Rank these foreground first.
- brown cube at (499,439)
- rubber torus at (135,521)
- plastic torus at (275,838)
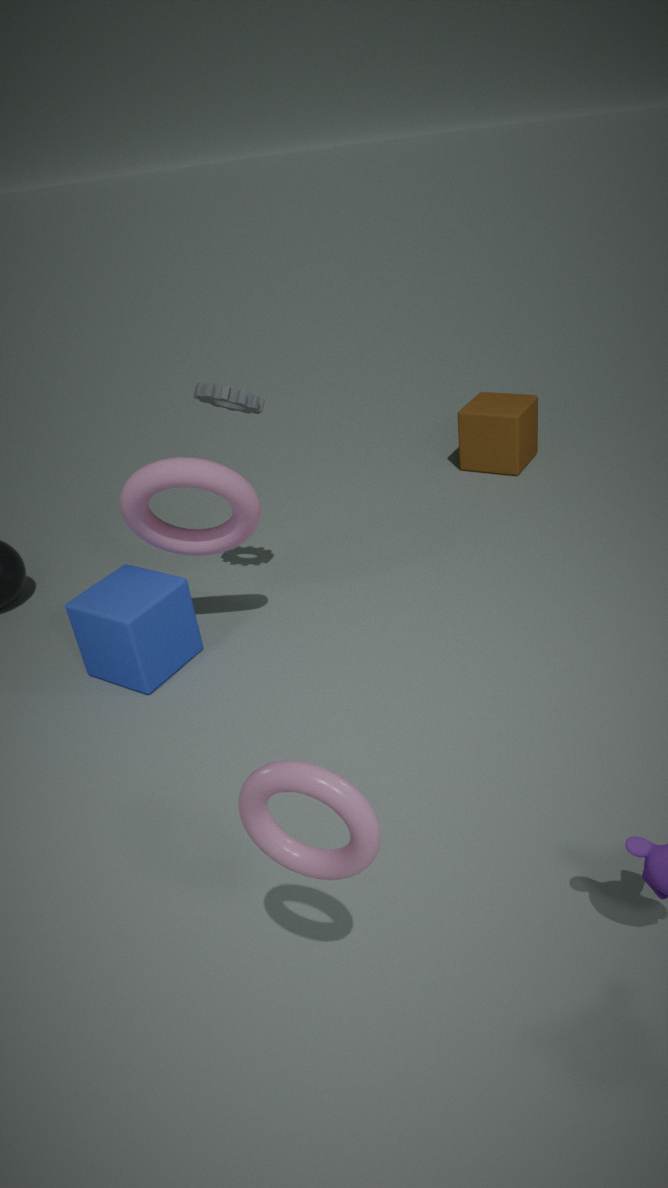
1. plastic torus at (275,838)
2. rubber torus at (135,521)
3. brown cube at (499,439)
